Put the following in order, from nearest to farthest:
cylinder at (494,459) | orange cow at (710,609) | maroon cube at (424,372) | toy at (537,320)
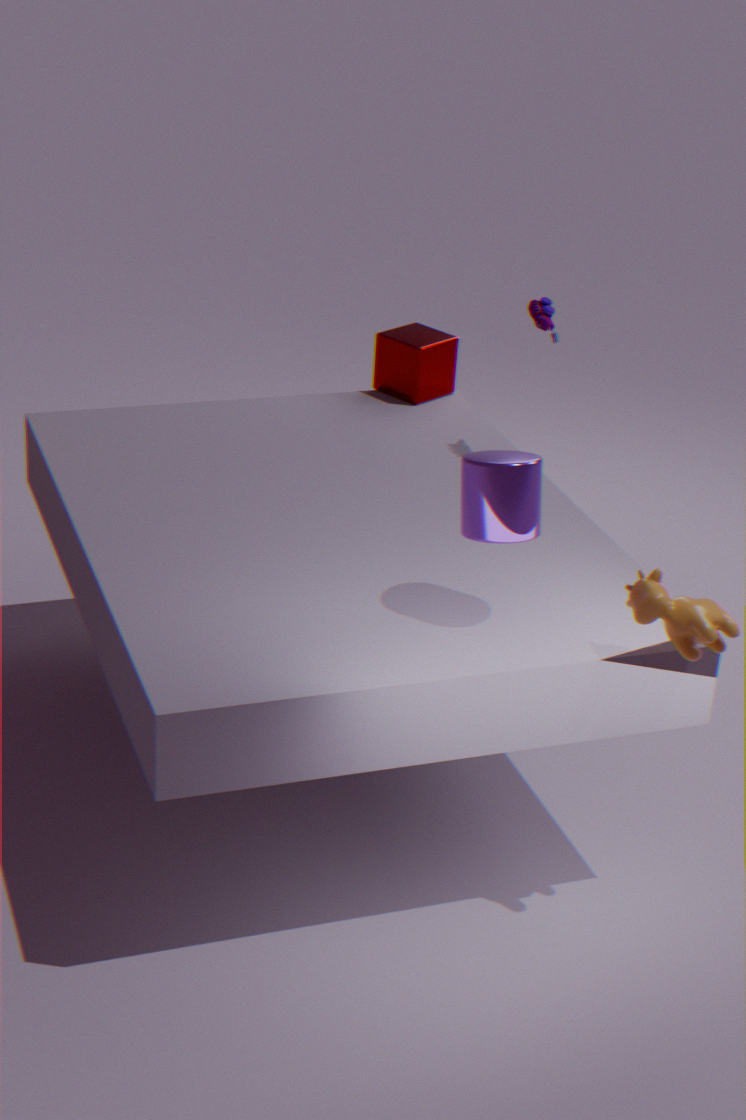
1. orange cow at (710,609)
2. cylinder at (494,459)
3. toy at (537,320)
4. maroon cube at (424,372)
